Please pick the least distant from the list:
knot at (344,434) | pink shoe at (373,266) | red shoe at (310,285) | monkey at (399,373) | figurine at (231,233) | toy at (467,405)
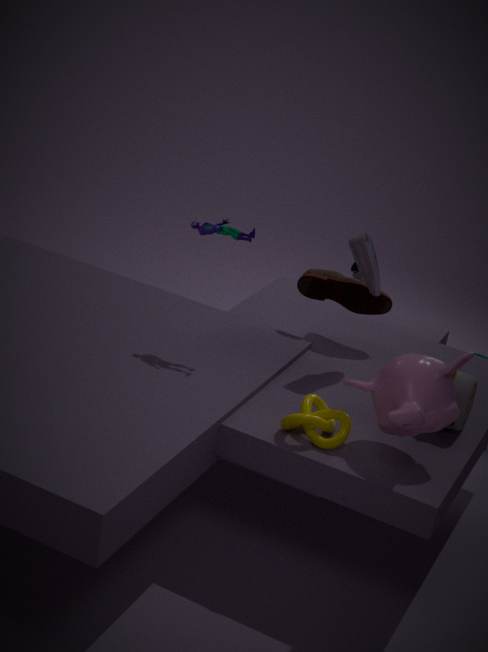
monkey at (399,373)
